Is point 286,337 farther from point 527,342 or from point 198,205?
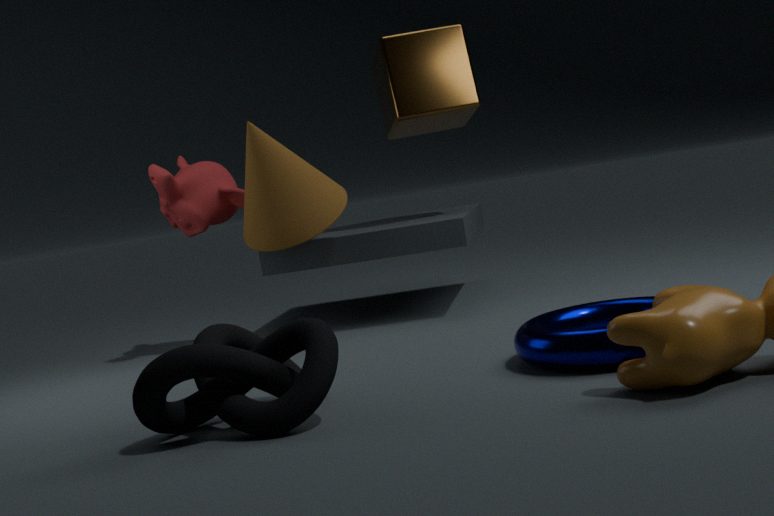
point 198,205
